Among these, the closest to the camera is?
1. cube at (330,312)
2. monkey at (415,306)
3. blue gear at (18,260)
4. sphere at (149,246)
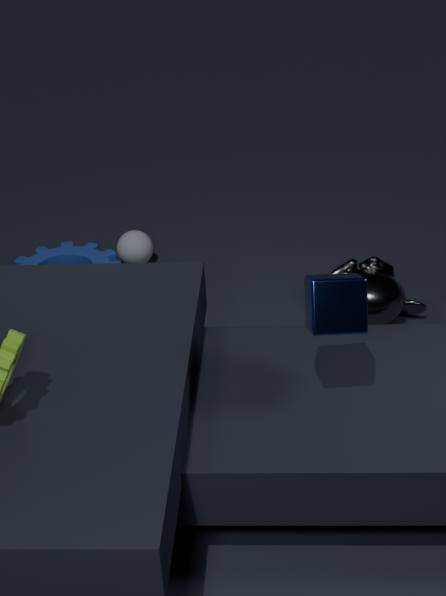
cube at (330,312)
